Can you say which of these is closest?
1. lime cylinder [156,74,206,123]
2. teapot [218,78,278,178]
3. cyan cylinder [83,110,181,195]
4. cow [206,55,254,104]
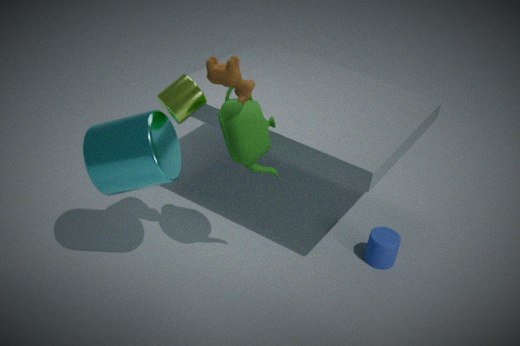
cow [206,55,254,104]
